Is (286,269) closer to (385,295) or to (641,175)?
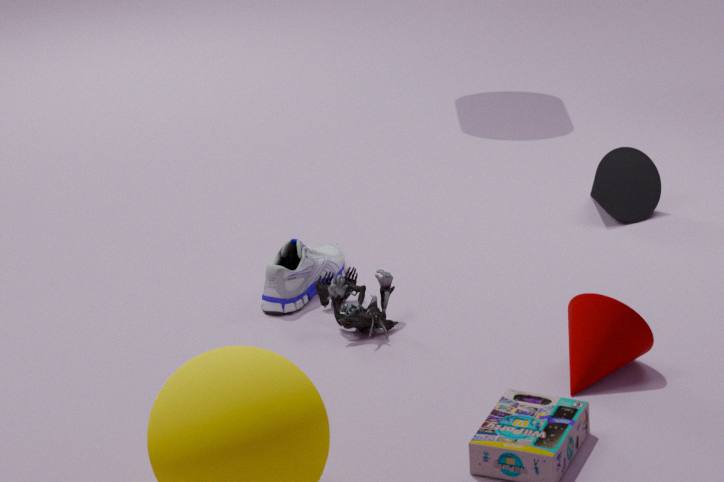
(385,295)
